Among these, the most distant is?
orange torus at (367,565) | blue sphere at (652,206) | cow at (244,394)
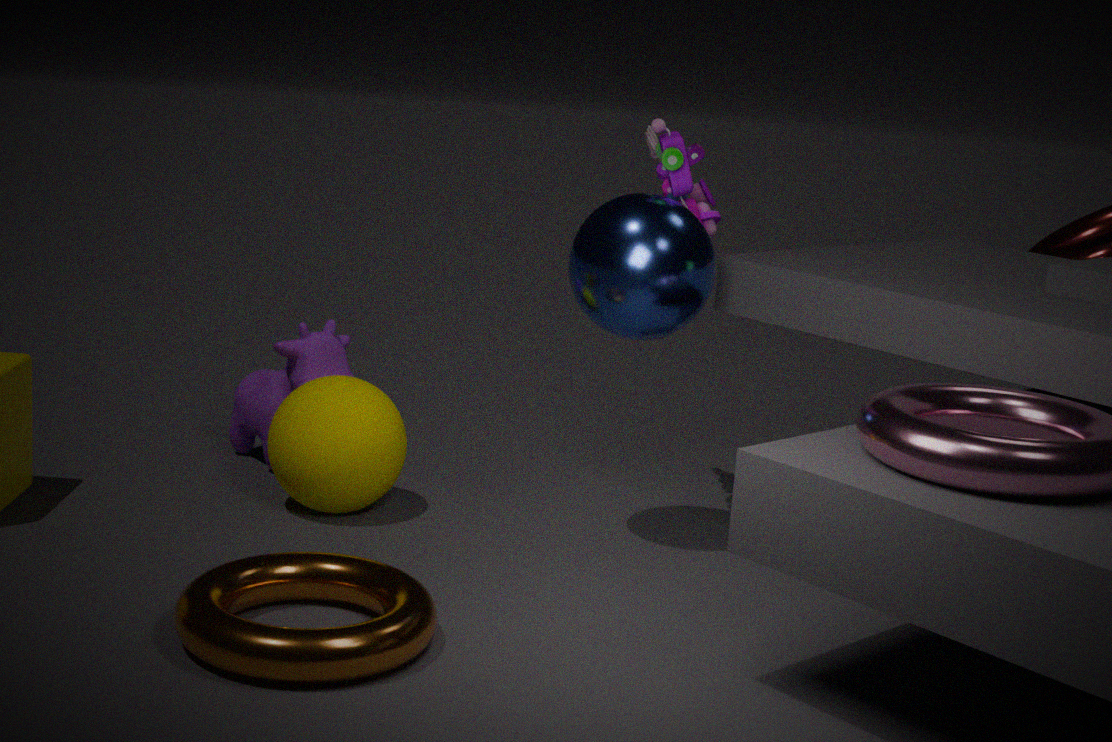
cow at (244,394)
